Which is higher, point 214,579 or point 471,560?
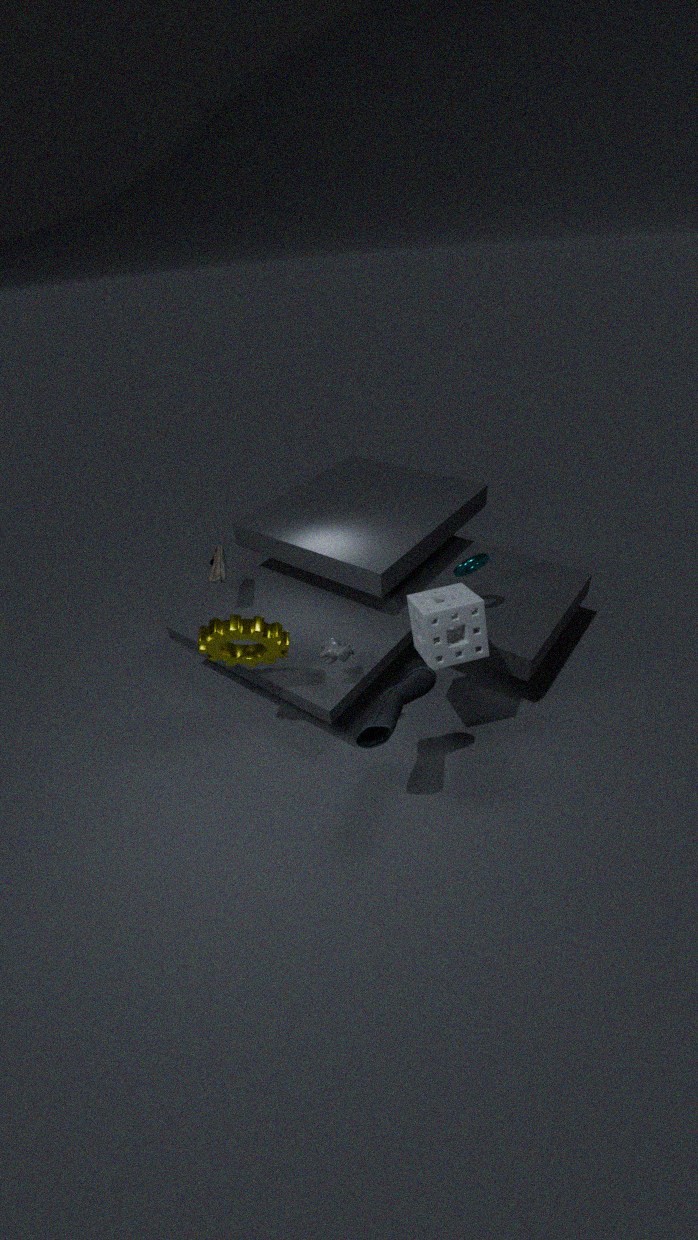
point 471,560
